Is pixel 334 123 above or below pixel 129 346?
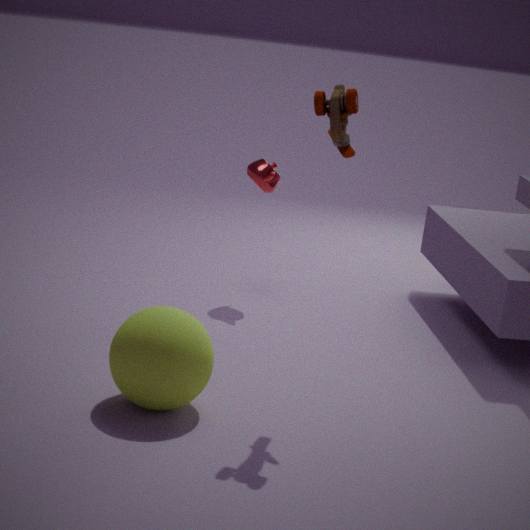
above
